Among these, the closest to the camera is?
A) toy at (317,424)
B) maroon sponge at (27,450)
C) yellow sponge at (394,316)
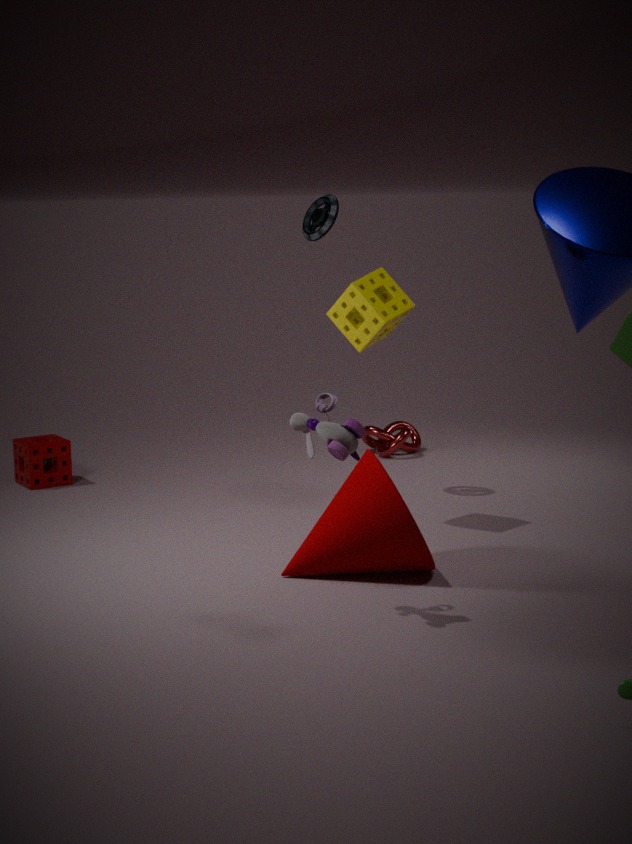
toy at (317,424)
